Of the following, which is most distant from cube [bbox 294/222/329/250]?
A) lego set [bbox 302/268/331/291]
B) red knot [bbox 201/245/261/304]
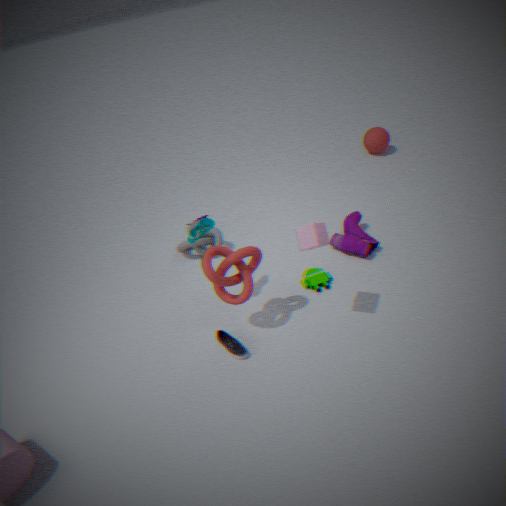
lego set [bbox 302/268/331/291]
